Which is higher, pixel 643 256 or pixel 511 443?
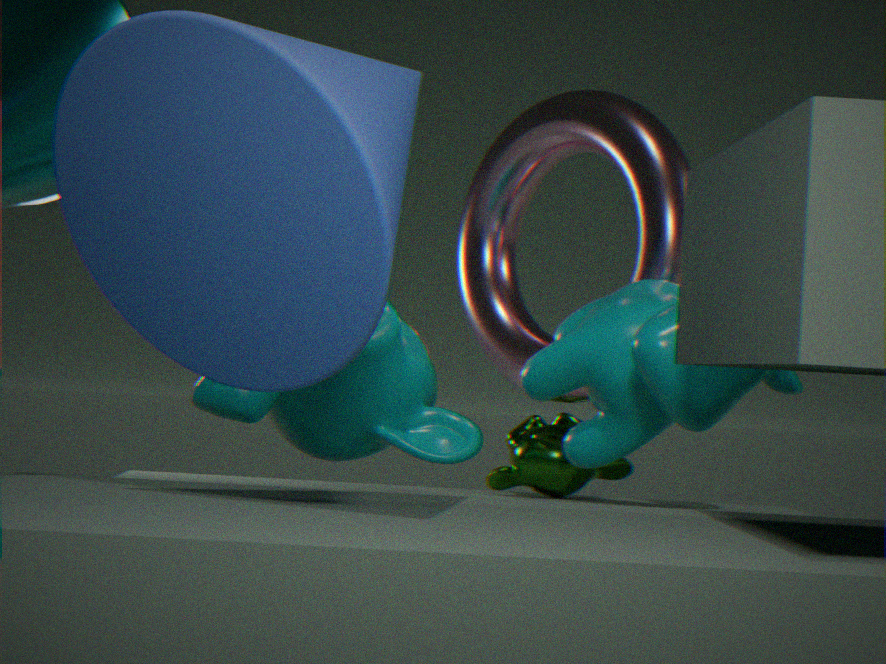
pixel 643 256
